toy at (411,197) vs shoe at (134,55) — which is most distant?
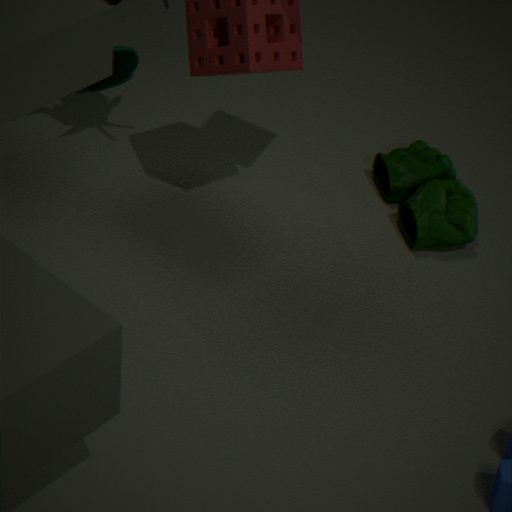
shoe at (134,55)
